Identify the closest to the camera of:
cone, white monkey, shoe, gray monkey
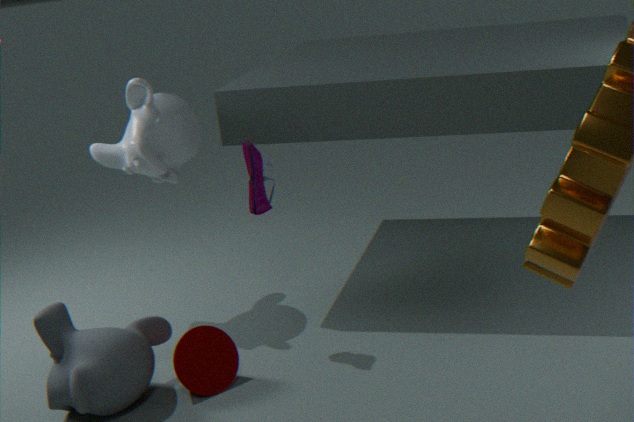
gray monkey
